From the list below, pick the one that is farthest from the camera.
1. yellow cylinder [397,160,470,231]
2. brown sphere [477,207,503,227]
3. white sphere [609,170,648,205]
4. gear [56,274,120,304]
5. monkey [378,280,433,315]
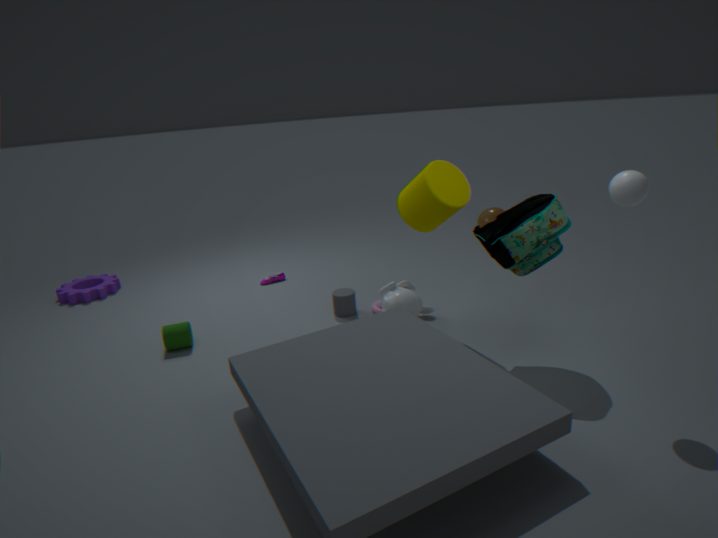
brown sphere [477,207,503,227]
